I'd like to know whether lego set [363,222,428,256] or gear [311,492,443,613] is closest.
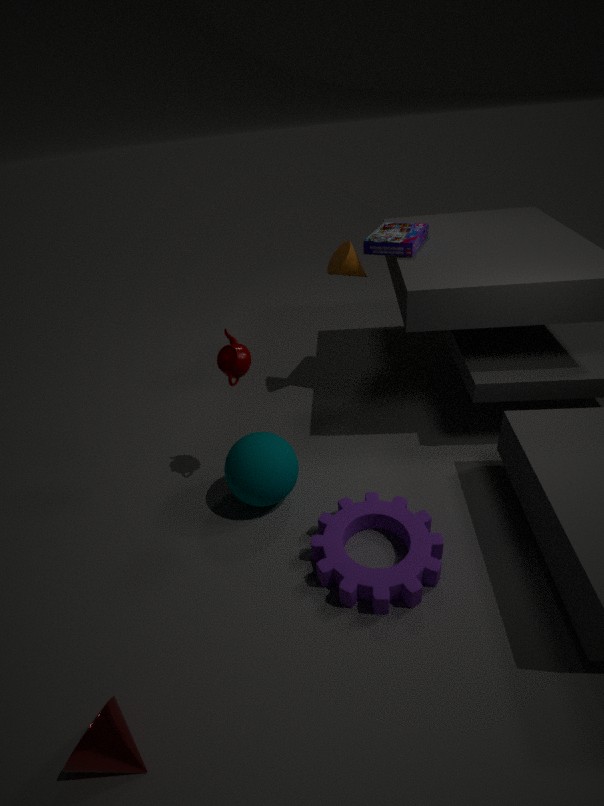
gear [311,492,443,613]
